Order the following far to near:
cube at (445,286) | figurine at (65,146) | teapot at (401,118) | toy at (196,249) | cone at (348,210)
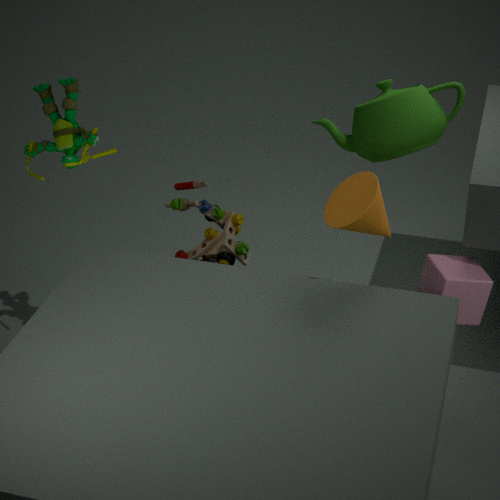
1. toy at (196,249)
2. cube at (445,286)
3. teapot at (401,118)
4. figurine at (65,146)
5. cone at (348,210)
